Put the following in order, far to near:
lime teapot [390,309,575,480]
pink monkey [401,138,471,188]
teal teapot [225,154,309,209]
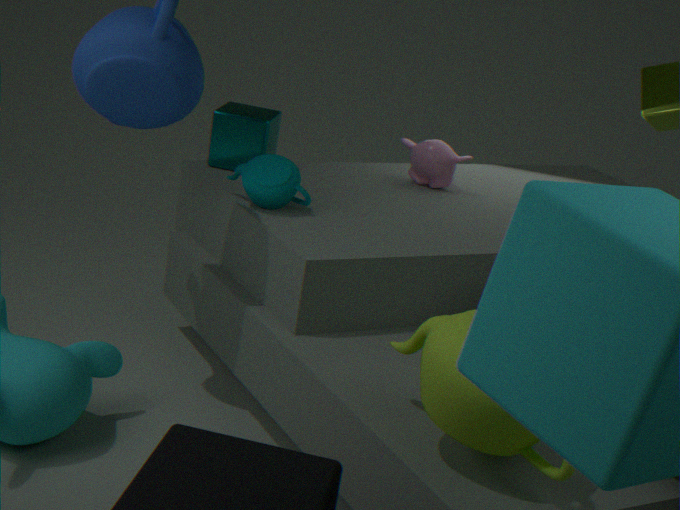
pink monkey [401,138,471,188] < teal teapot [225,154,309,209] < lime teapot [390,309,575,480]
